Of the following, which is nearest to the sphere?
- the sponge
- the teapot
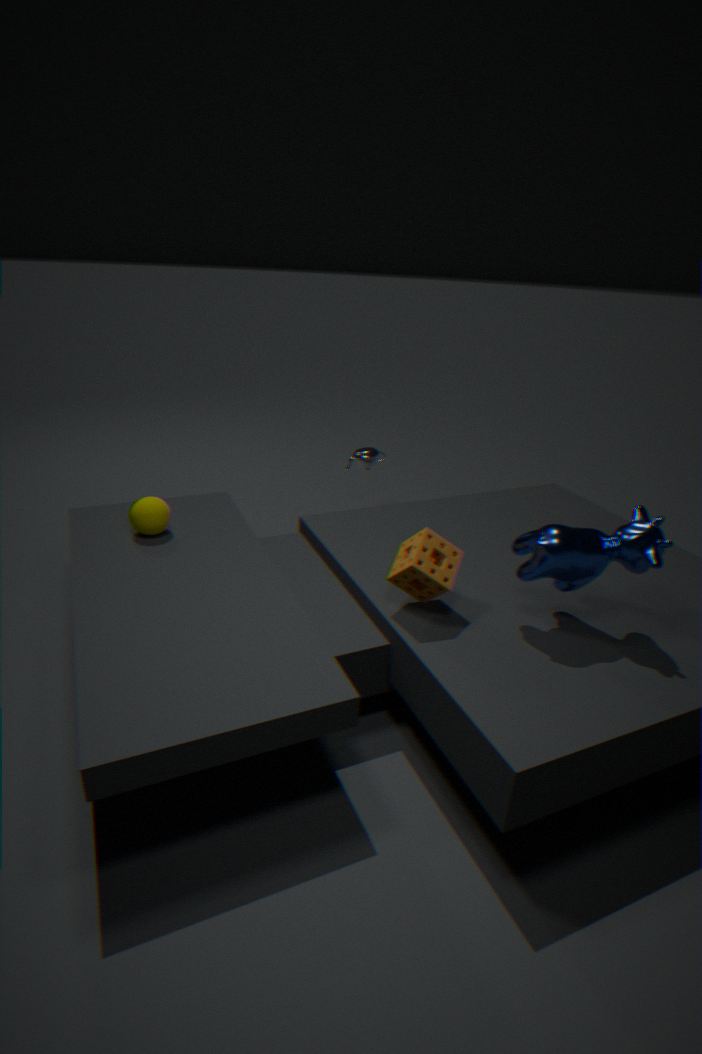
the sponge
